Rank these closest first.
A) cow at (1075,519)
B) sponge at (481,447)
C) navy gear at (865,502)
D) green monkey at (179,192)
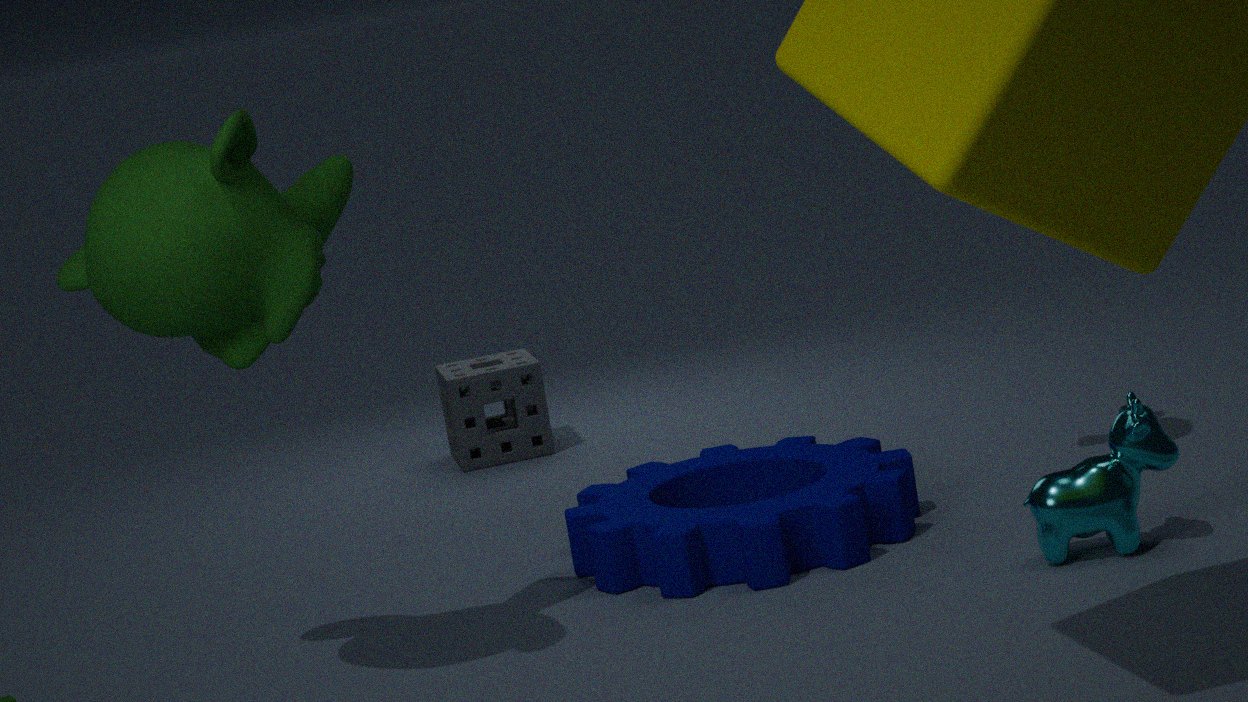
1. green monkey at (179,192)
2. cow at (1075,519)
3. navy gear at (865,502)
4. sponge at (481,447)
